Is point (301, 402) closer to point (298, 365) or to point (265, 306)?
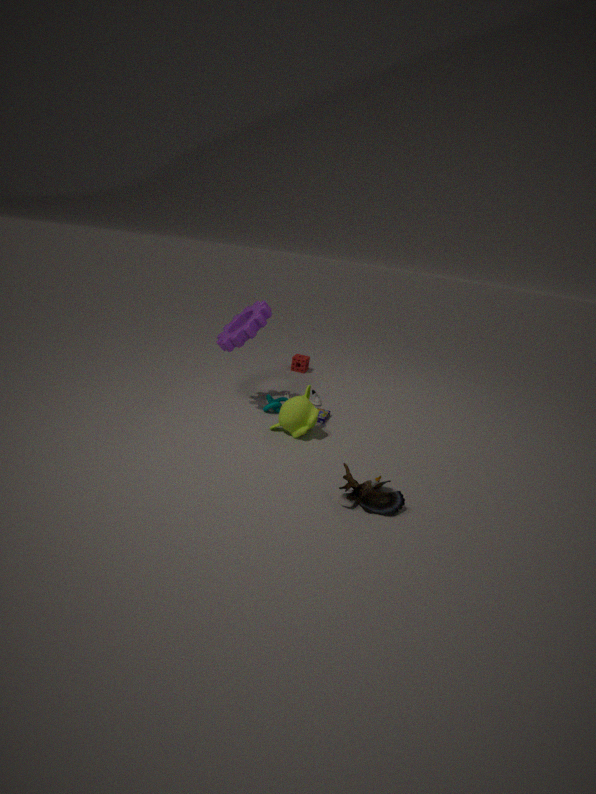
point (265, 306)
